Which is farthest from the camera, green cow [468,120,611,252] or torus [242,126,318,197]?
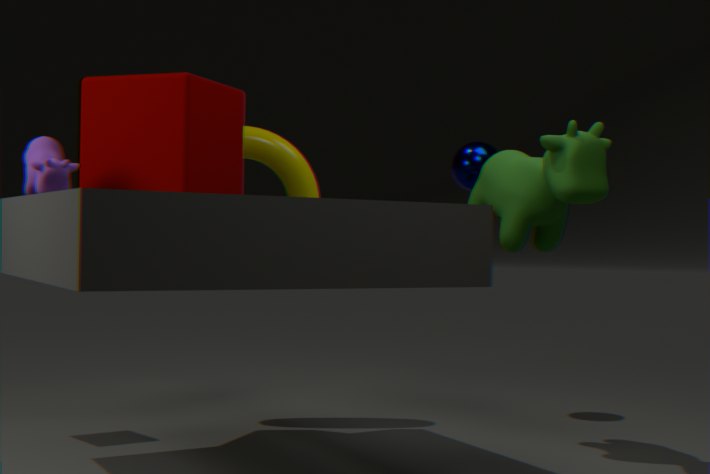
torus [242,126,318,197]
